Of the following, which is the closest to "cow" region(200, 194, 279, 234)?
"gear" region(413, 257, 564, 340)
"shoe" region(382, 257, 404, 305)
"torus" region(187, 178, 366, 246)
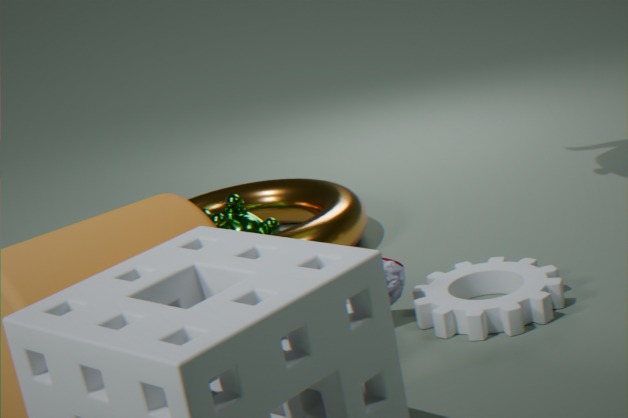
"torus" region(187, 178, 366, 246)
